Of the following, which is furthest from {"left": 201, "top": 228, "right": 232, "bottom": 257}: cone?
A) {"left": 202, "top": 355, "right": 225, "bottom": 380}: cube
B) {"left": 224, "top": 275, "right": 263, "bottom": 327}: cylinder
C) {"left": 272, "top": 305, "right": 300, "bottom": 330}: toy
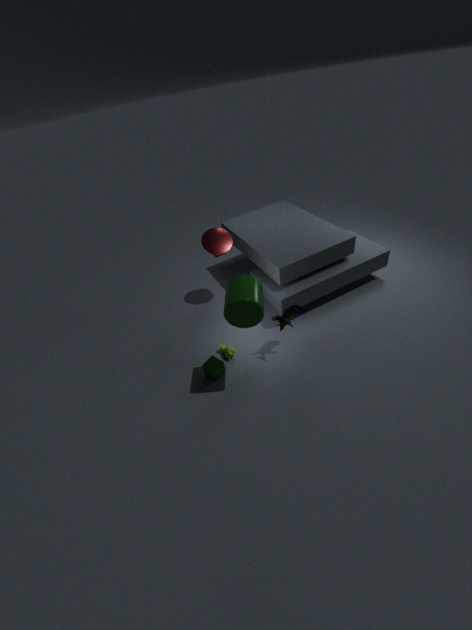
{"left": 202, "top": 355, "right": 225, "bottom": 380}: cube
